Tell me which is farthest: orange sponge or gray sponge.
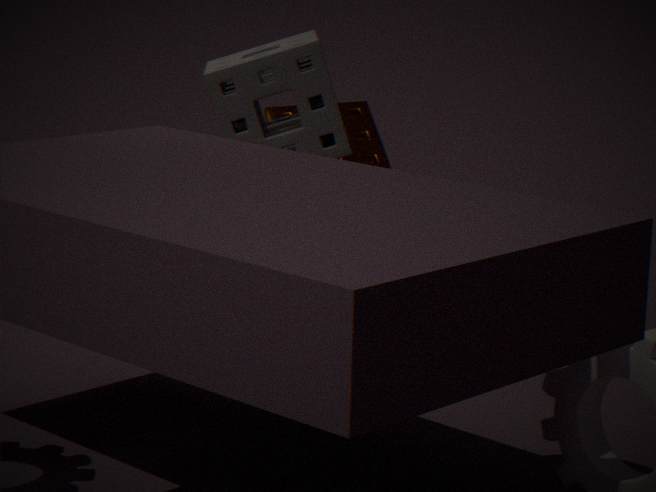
orange sponge
